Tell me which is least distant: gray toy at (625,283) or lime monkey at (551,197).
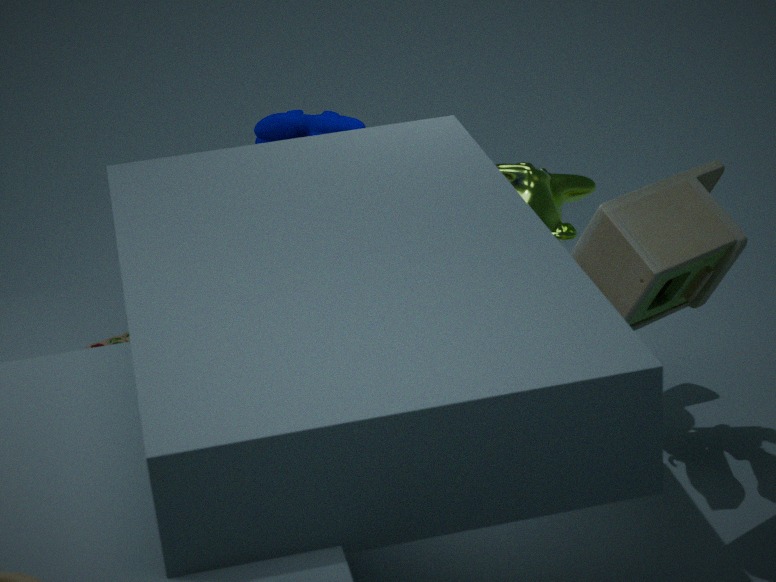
gray toy at (625,283)
